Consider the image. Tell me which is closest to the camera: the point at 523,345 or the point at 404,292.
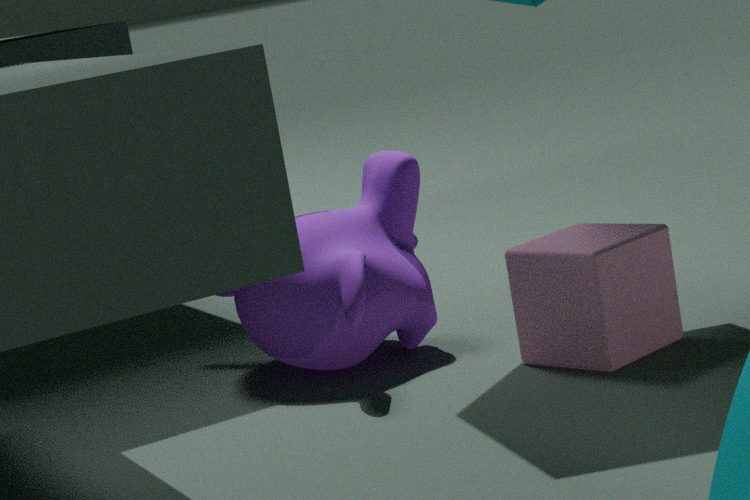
the point at 523,345
